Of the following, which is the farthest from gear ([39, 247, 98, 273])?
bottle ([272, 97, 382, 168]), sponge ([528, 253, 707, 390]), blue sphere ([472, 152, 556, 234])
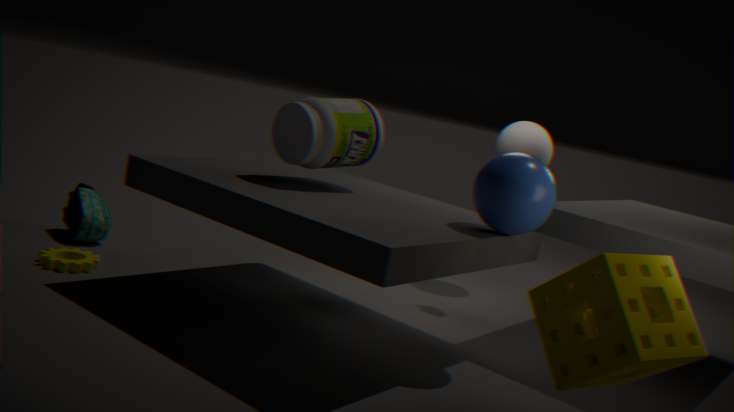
sponge ([528, 253, 707, 390])
